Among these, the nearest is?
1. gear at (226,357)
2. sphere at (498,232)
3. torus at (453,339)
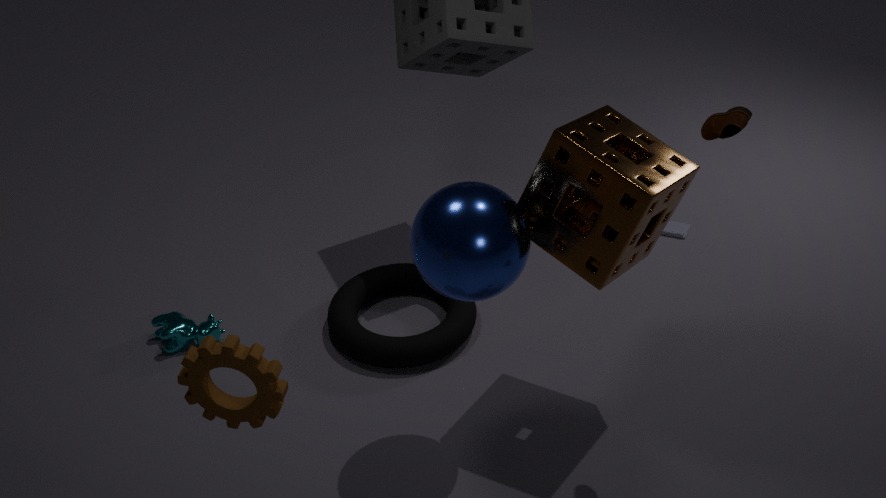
gear at (226,357)
